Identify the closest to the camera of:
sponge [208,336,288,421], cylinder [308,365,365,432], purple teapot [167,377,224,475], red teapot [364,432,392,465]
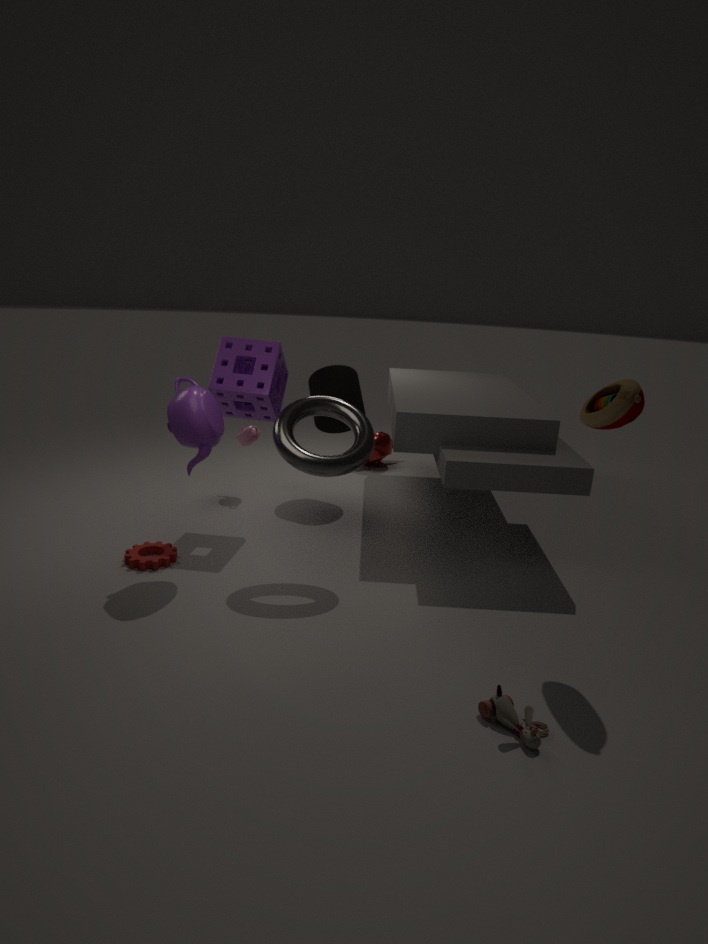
purple teapot [167,377,224,475]
